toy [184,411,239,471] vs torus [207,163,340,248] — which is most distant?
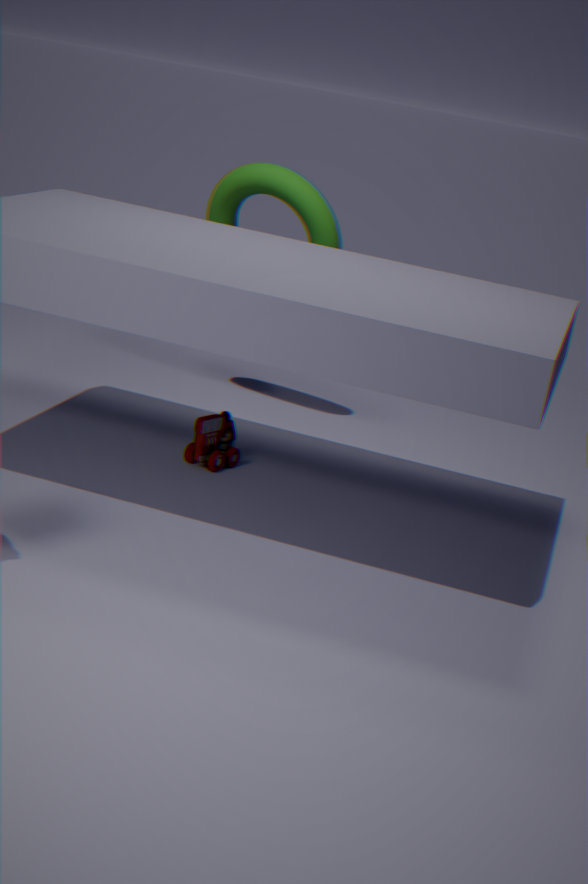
torus [207,163,340,248]
